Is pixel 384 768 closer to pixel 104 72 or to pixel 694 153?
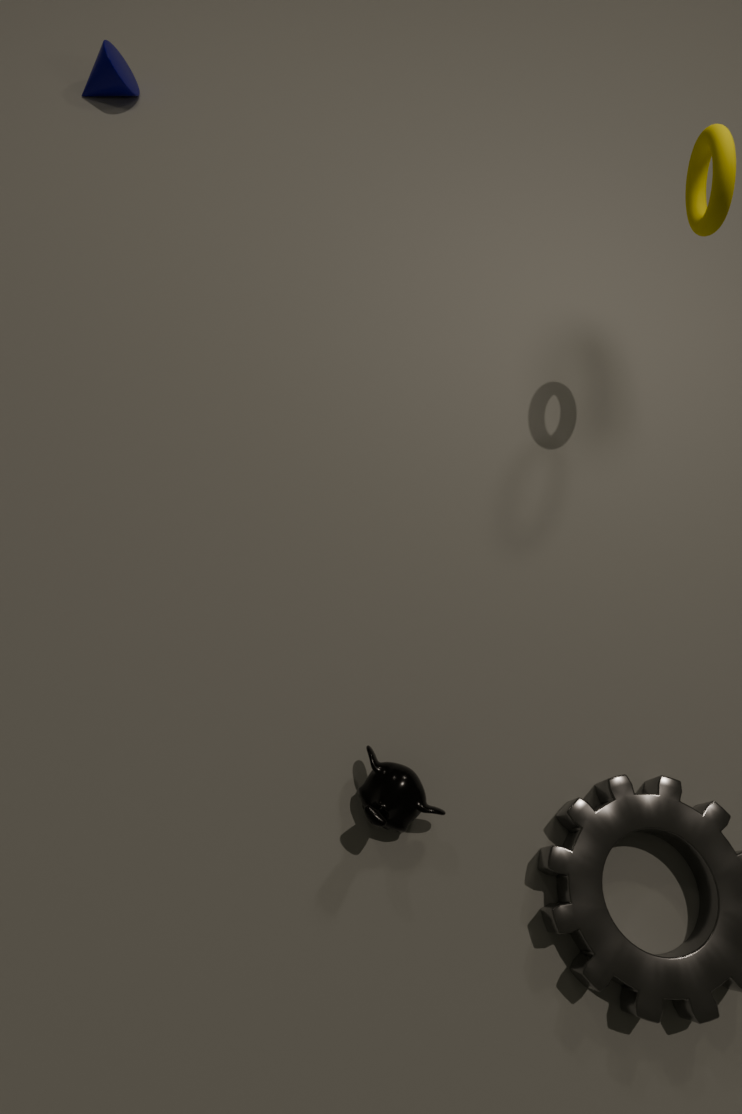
pixel 694 153
